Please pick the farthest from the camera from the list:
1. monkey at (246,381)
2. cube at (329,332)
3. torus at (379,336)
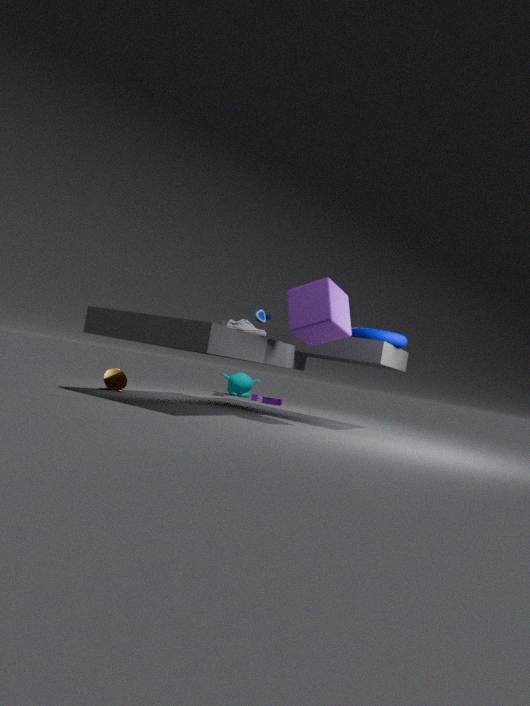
monkey at (246,381)
